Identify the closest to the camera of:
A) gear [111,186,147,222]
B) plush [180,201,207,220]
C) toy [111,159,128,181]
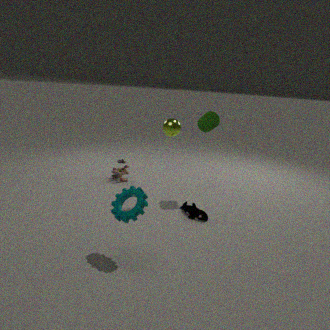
gear [111,186,147,222]
